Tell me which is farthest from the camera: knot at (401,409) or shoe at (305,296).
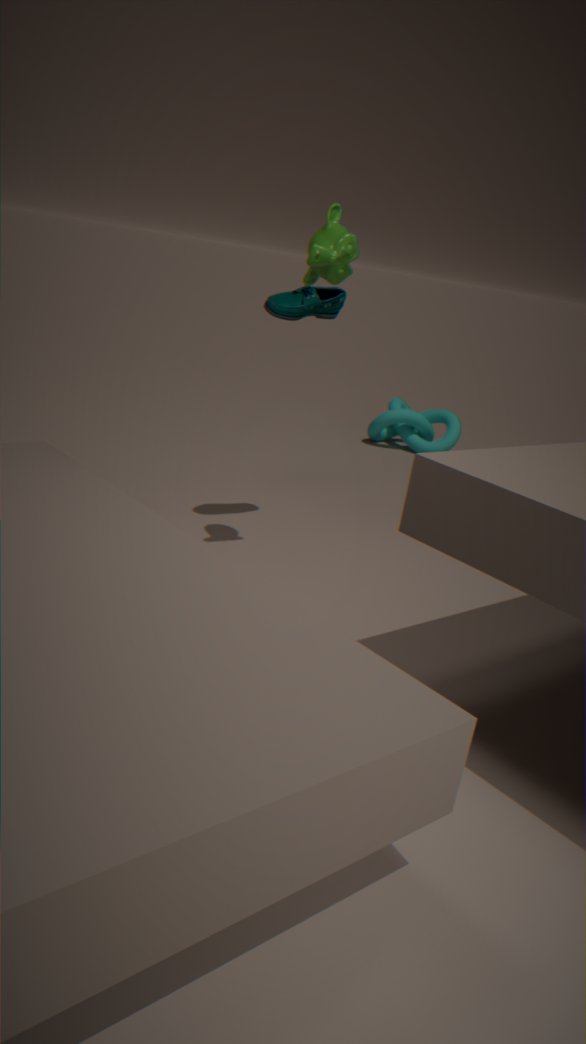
knot at (401,409)
